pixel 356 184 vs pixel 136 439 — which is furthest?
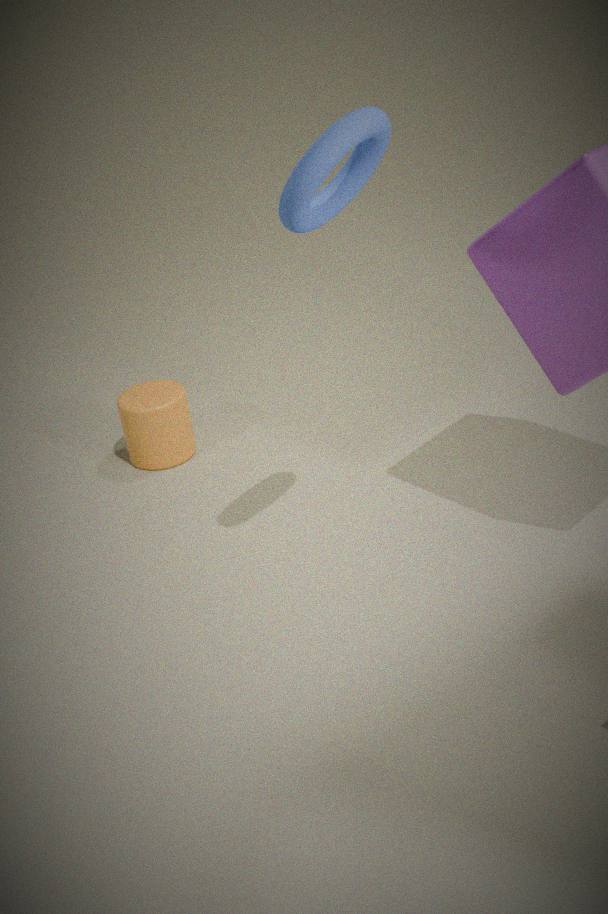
pixel 136 439
